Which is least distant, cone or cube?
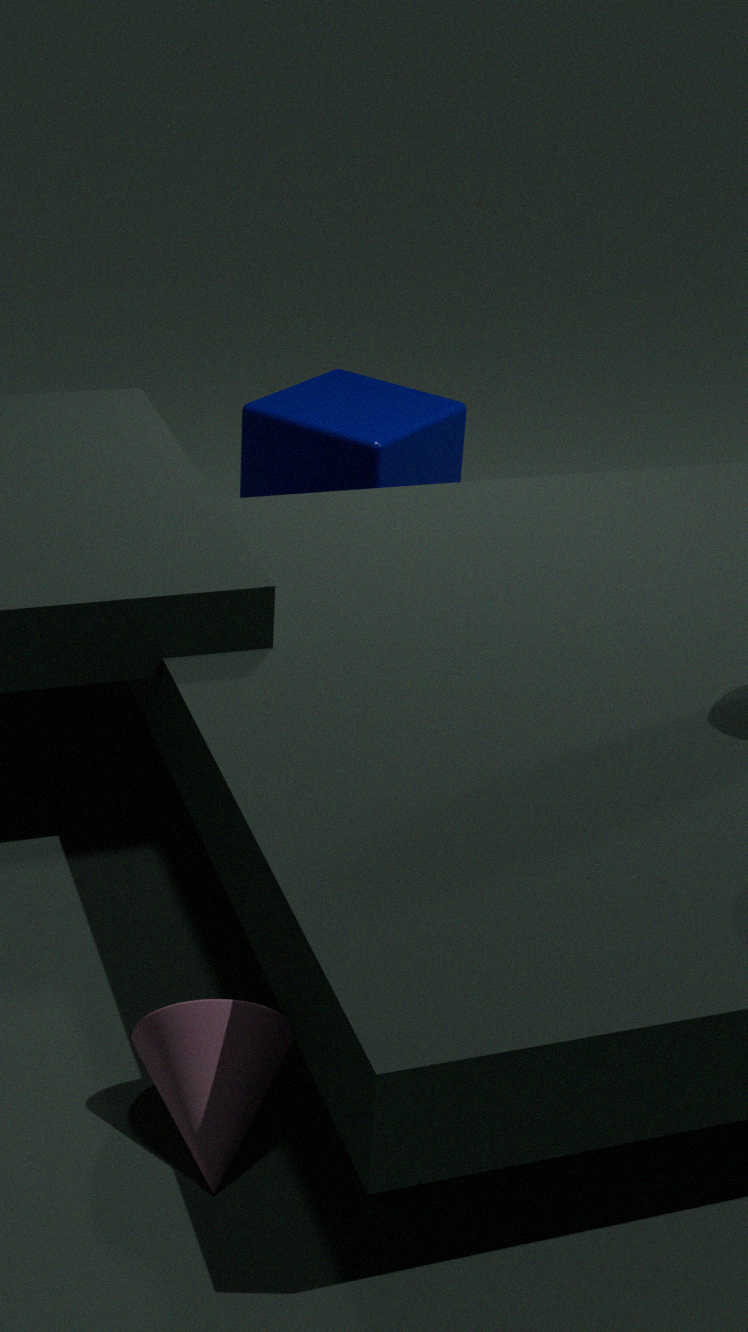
cone
